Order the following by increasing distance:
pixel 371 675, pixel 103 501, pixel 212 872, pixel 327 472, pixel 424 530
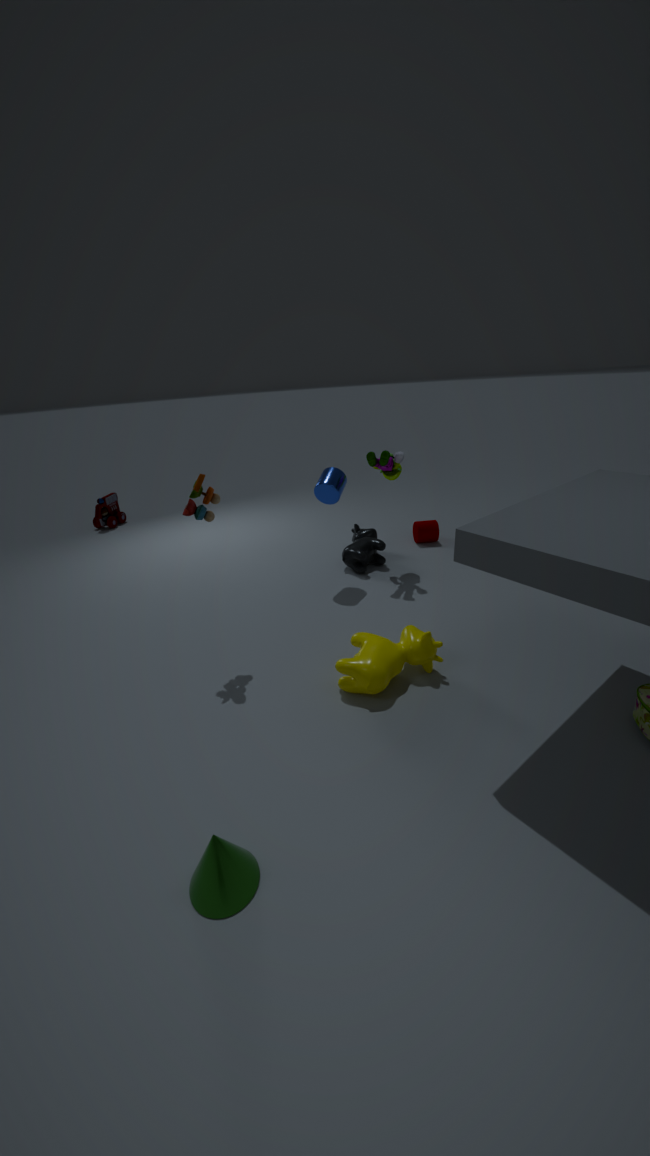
1. pixel 212 872
2. pixel 371 675
3. pixel 327 472
4. pixel 424 530
5. pixel 103 501
